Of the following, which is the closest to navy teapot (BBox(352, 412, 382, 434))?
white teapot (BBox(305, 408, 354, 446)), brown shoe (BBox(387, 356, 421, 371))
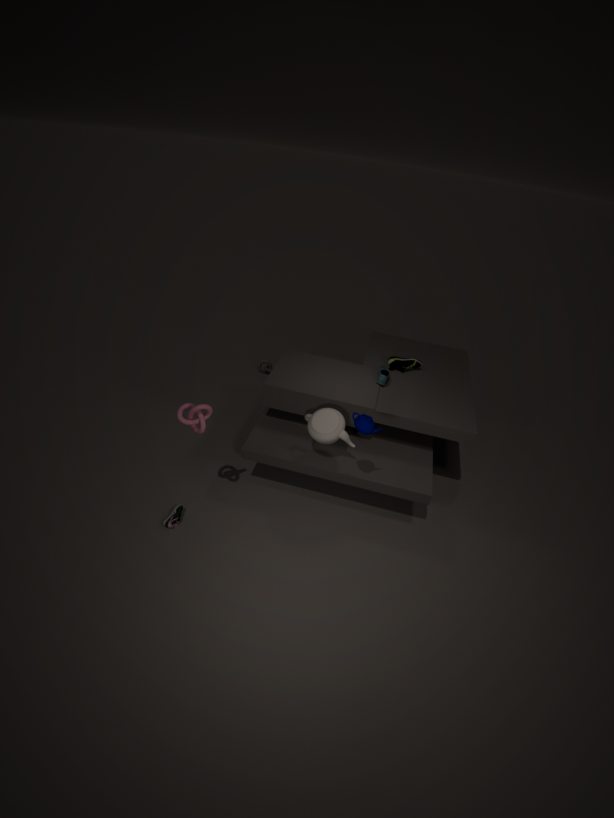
white teapot (BBox(305, 408, 354, 446))
